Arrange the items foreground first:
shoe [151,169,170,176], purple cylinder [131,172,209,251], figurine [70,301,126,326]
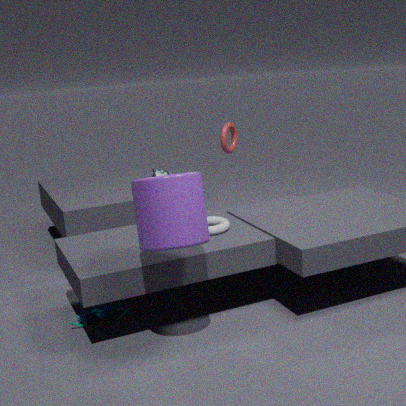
purple cylinder [131,172,209,251], figurine [70,301,126,326], shoe [151,169,170,176]
